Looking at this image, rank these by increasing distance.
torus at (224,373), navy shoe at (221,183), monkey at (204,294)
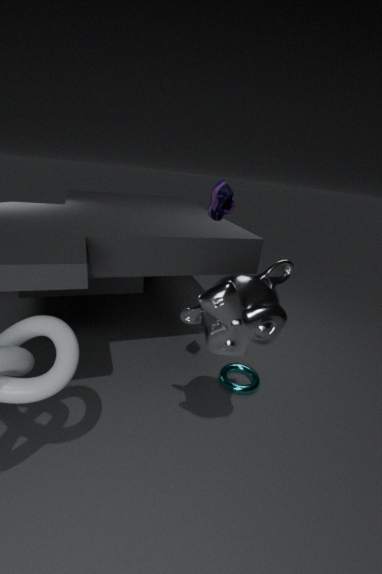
monkey at (204,294) → navy shoe at (221,183) → torus at (224,373)
